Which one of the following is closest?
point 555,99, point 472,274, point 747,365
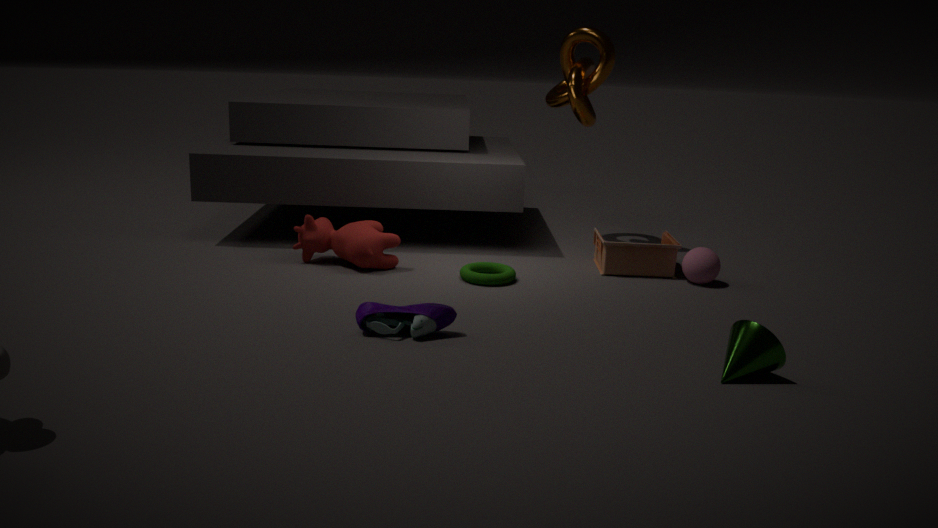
point 747,365
